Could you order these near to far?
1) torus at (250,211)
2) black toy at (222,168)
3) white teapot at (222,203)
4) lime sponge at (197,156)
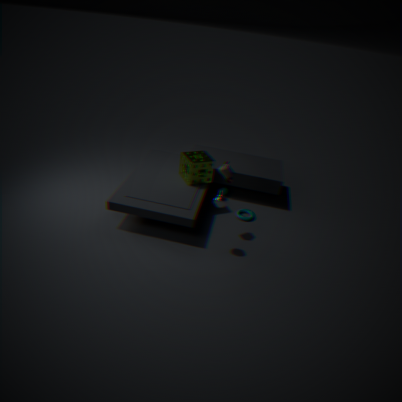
3. white teapot at (222,203), 2. black toy at (222,168), 4. lime sponge at (197,156), 1. torus at (250,211)
